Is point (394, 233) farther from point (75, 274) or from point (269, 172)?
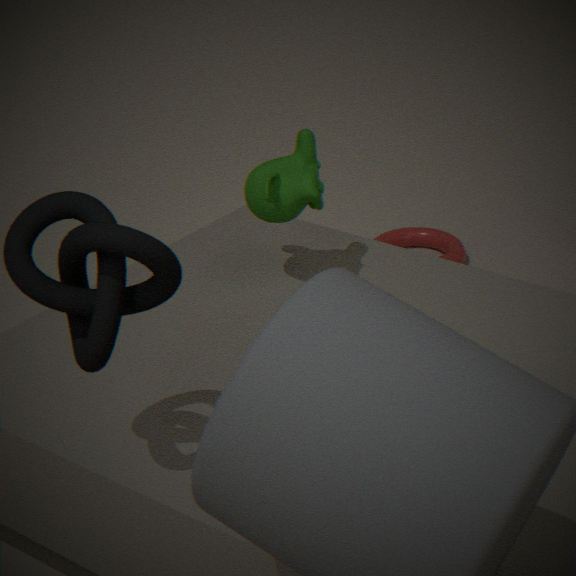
point (75, 274)
